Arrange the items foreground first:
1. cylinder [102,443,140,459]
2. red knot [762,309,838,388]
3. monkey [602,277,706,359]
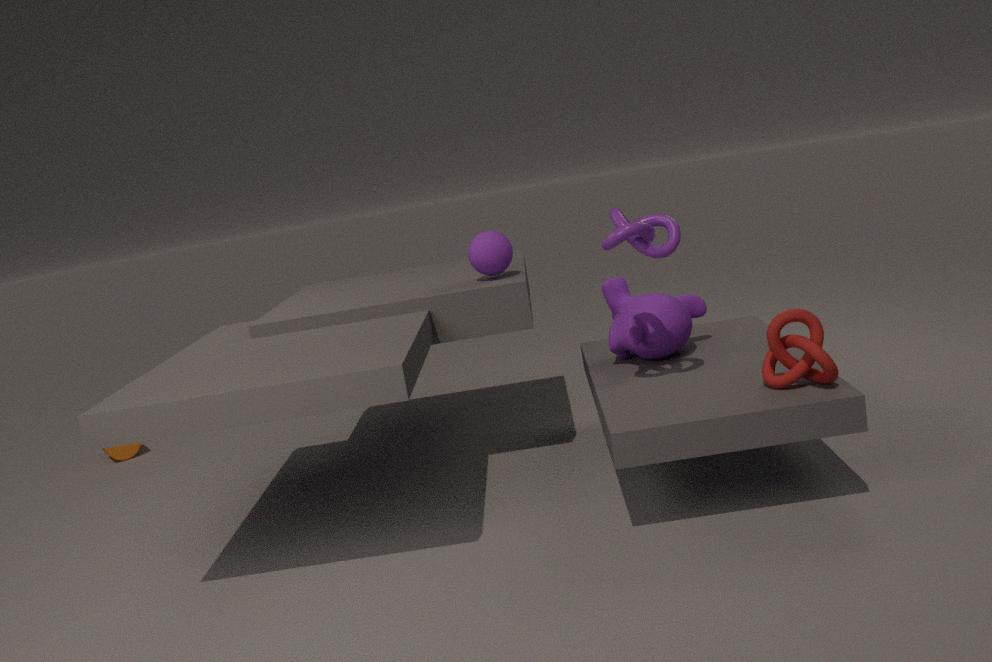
1. red knot [762,309,838,388]
2. monkey [602,277,706,359]
3. cylinder [102,443,140,459]
